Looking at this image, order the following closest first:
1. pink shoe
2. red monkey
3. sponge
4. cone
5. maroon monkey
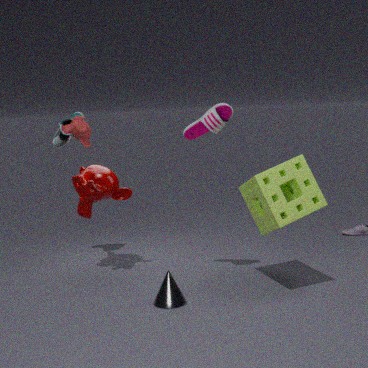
sponge → cone → pink shoe → red monkey → maroon monkey
